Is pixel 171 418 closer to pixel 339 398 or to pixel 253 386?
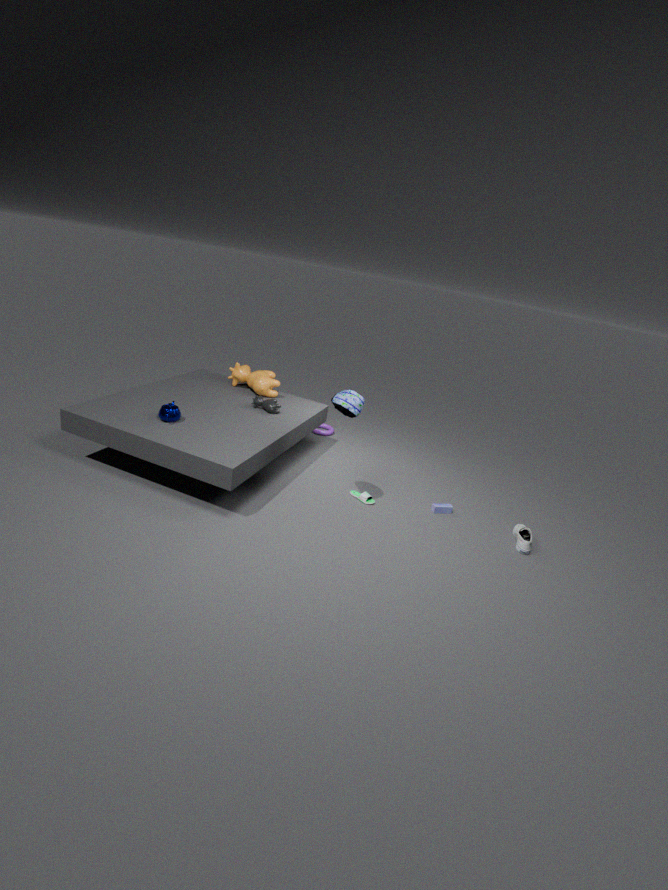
pixel 253 386
